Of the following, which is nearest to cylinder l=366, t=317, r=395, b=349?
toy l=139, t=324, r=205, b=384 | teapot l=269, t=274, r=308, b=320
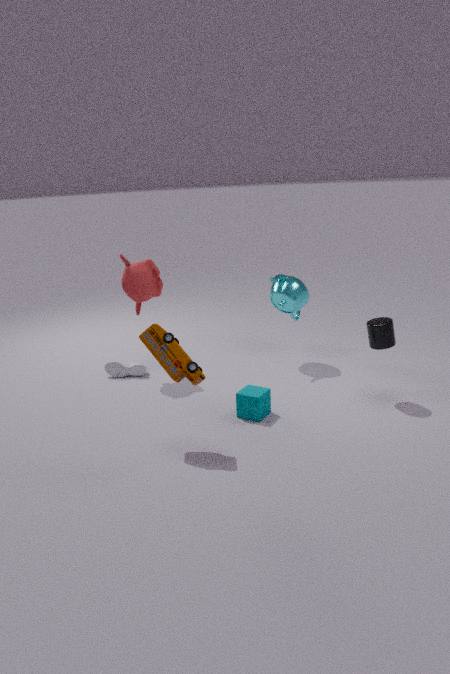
teapot l=269, t=274, r=308, b=320
